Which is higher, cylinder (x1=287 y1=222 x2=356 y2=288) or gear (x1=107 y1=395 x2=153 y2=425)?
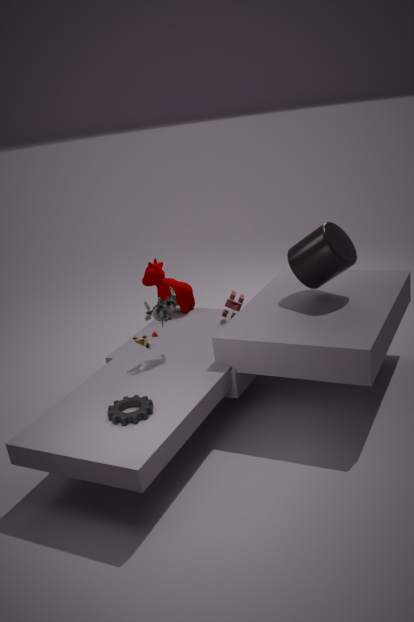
cylinder (x1=287 y1=222 x2=356 y2=288)
